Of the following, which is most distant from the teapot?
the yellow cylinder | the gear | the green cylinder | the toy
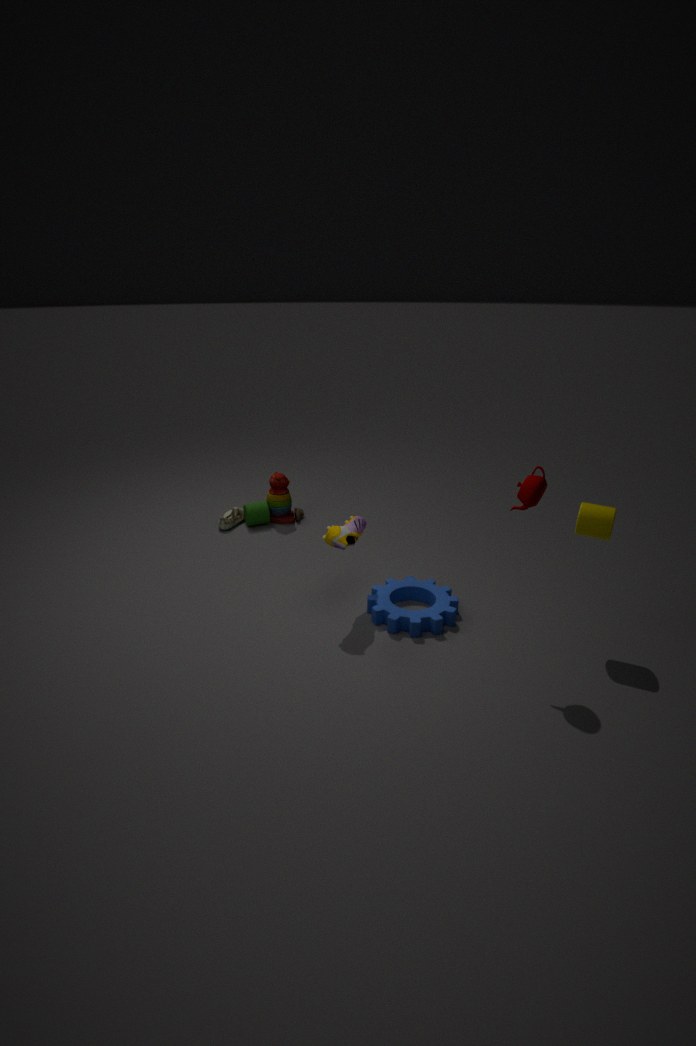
the green cylinder
